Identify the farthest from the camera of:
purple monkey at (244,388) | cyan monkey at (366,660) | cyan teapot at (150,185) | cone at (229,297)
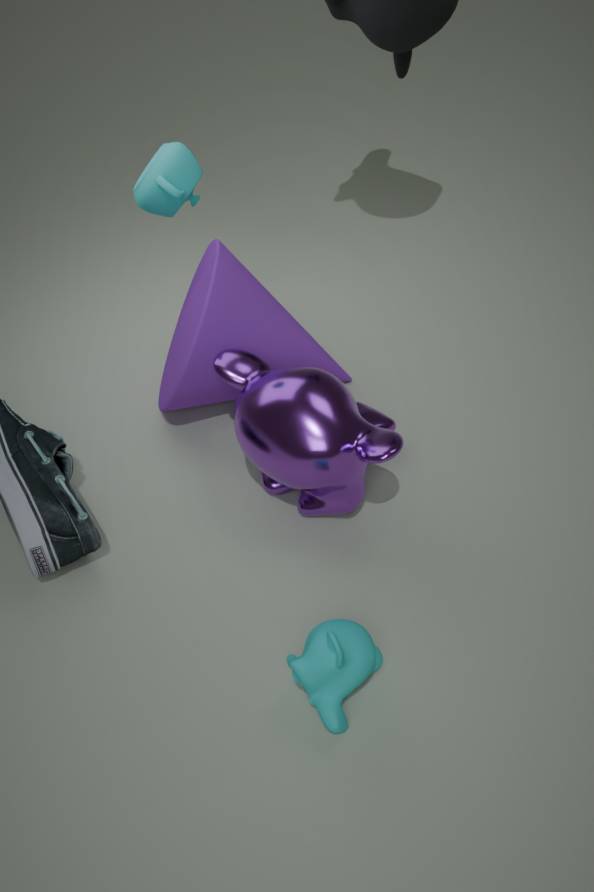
cone at (229,297)
